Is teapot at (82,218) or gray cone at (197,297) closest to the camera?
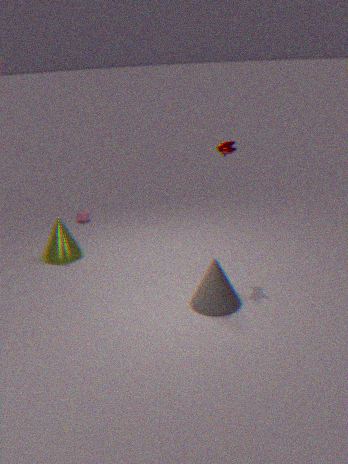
gray cone at (197,297)
